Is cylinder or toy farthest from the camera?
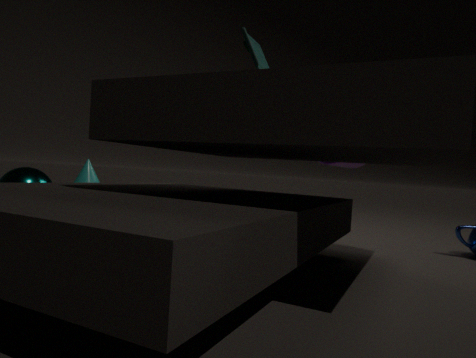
cylinder
